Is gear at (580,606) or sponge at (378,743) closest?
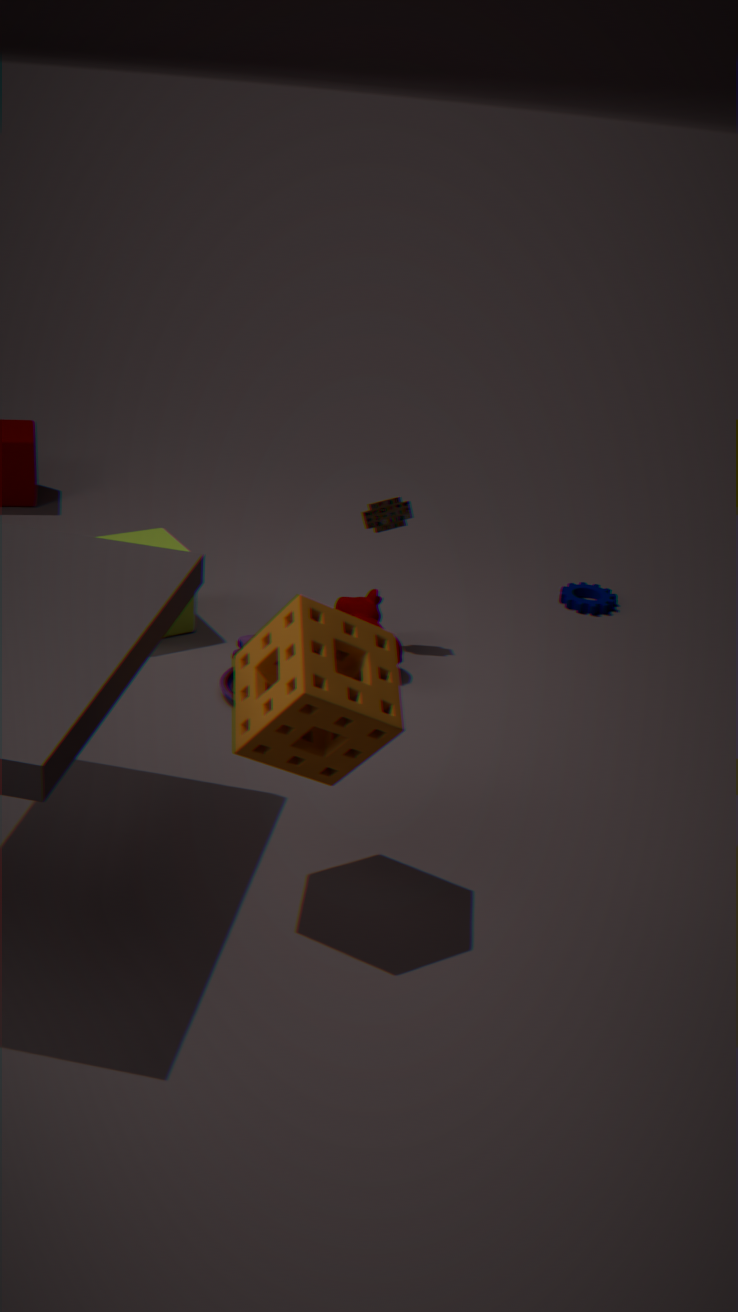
sponge at (378,743)
